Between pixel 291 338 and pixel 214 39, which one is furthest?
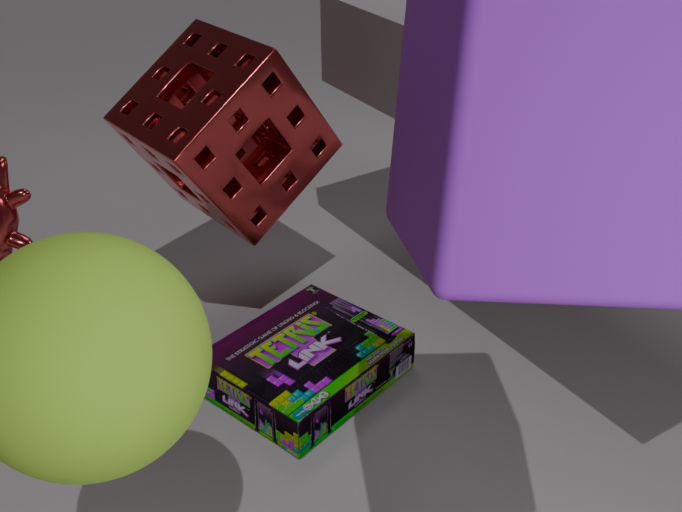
pixel 291 338
